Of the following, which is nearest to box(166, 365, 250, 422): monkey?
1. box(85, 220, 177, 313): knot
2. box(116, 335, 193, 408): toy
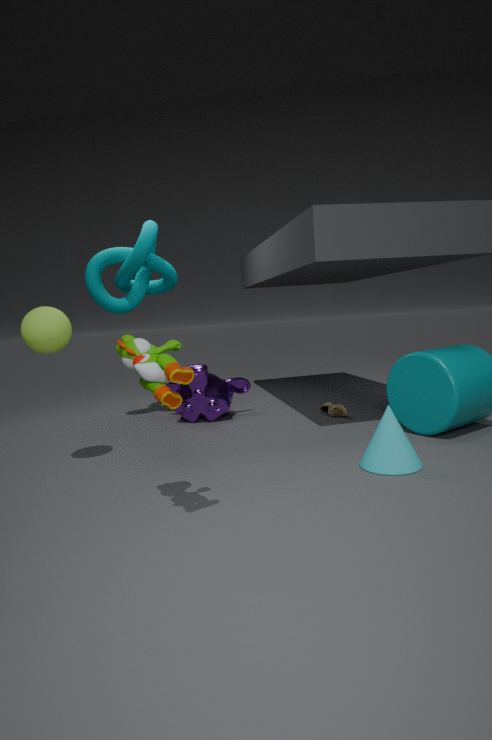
box(85, 220, 177, 313): knot
